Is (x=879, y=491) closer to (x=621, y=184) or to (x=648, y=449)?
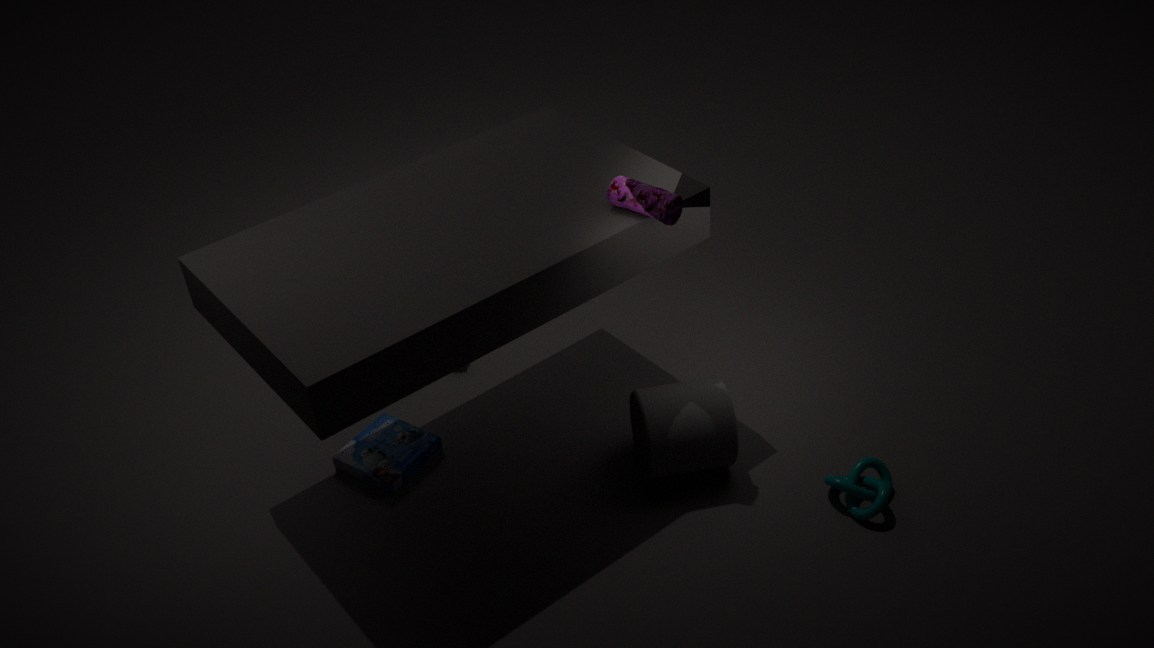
(x=648, y=449)
